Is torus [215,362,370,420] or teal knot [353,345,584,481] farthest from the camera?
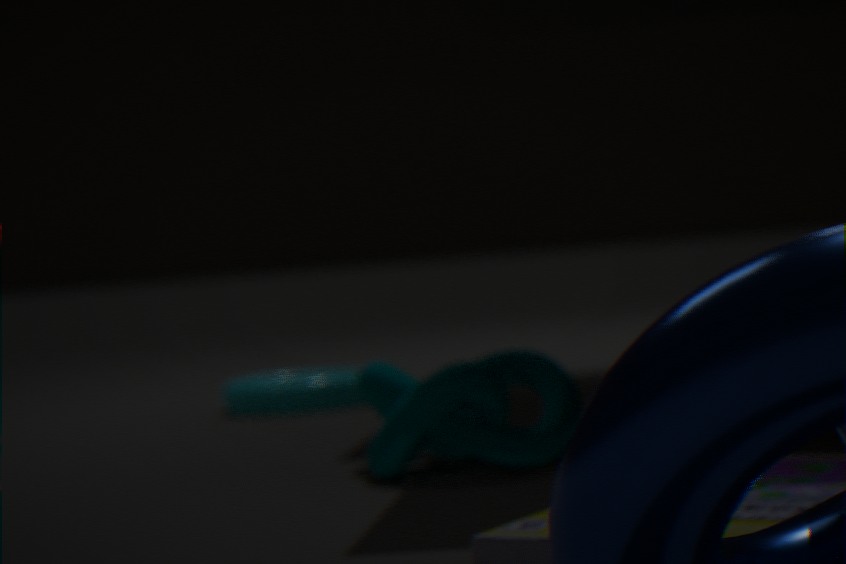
Result: torus [215,362,370,420]
